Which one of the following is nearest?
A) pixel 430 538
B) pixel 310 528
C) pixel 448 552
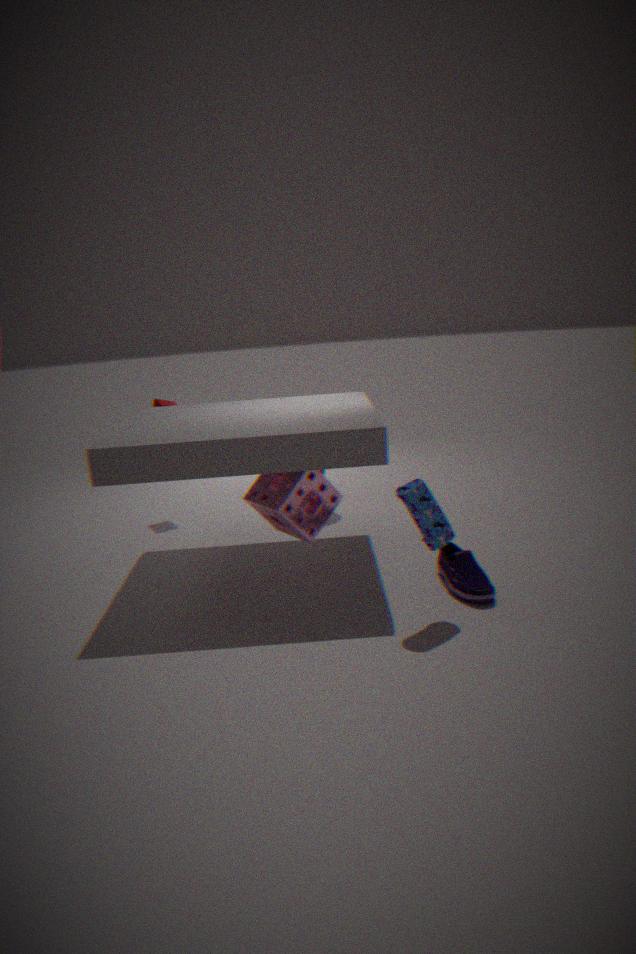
pixel 430 538
